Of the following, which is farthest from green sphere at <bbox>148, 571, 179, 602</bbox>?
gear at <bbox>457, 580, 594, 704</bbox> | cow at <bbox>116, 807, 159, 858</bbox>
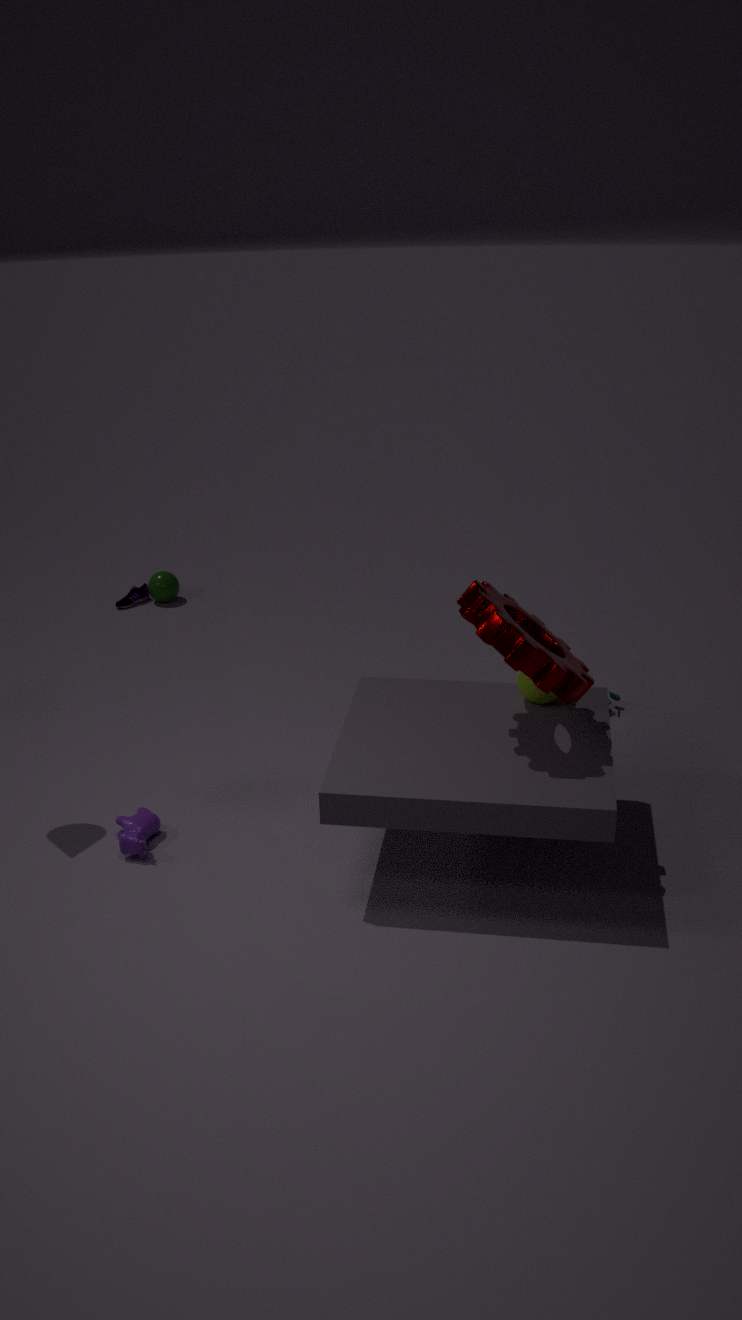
gear at <bbox>457, 580, 594, 704</bbox>
